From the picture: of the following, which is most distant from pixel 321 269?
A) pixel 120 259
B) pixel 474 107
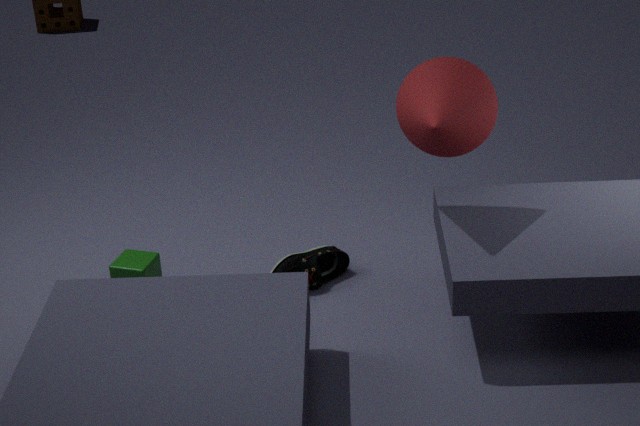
pixel 474 107
